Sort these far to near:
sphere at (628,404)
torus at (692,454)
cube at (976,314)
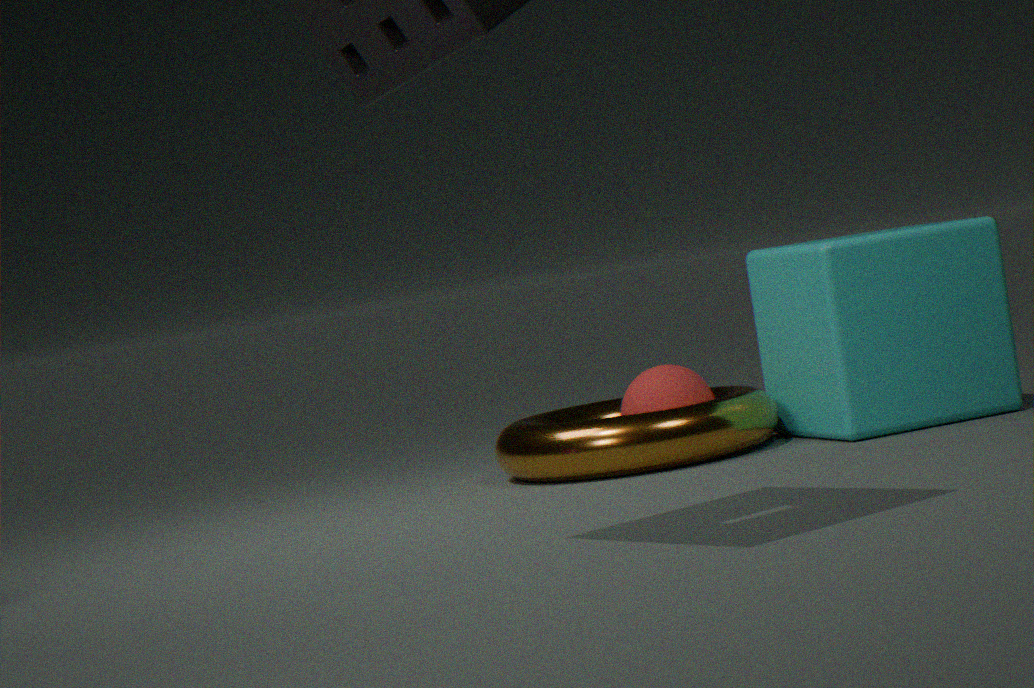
sphere at (628,404) → cube at (976,314) → torus at (692,454)
